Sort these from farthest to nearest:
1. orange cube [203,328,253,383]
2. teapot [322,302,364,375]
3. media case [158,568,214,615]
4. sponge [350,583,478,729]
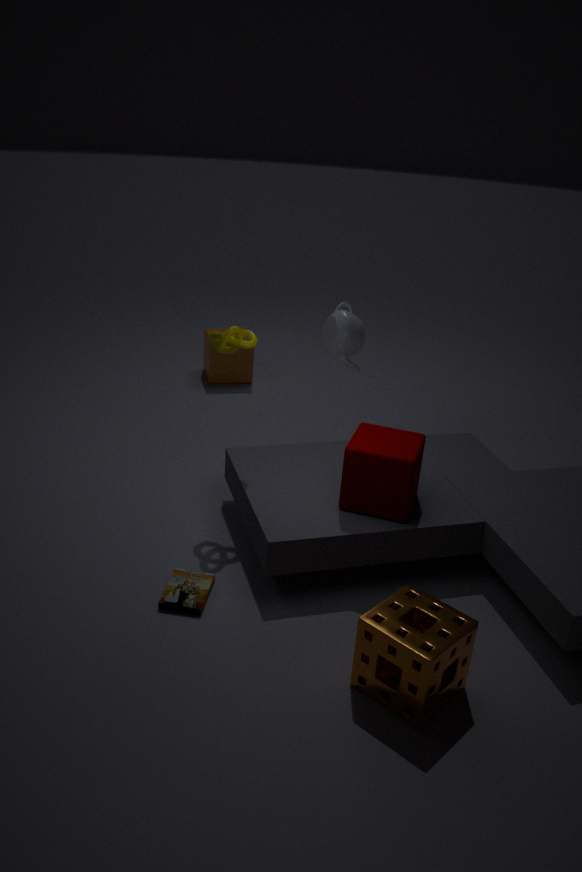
1. orange cube [203,328,253,383]
2. teapot [322,302,364,375]
3. media case [158,568,214,615]
4. sponge [350,583,478,729]
